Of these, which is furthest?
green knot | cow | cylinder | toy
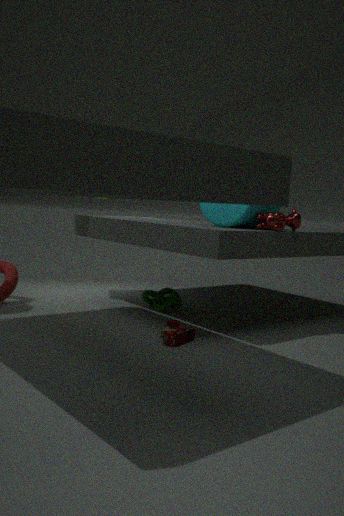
green knot
